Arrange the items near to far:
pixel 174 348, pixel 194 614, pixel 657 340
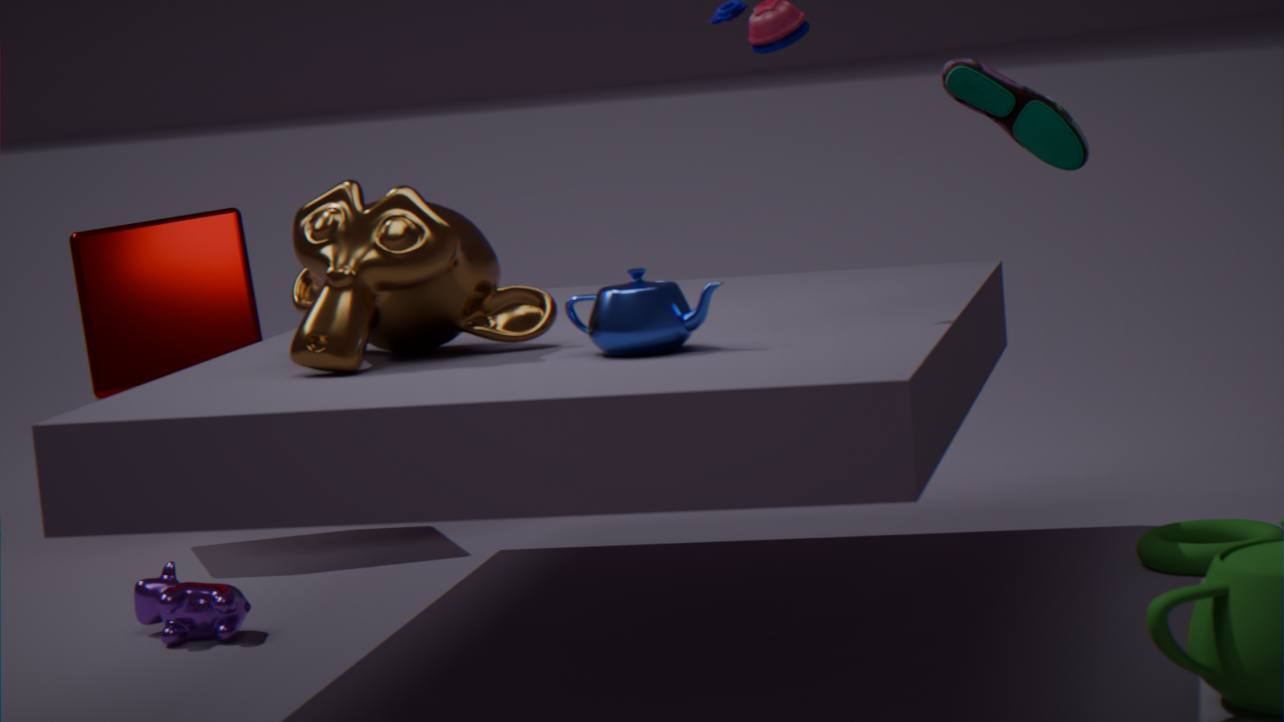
pixel 657 340
pixel 194 614
pixel 174 348
